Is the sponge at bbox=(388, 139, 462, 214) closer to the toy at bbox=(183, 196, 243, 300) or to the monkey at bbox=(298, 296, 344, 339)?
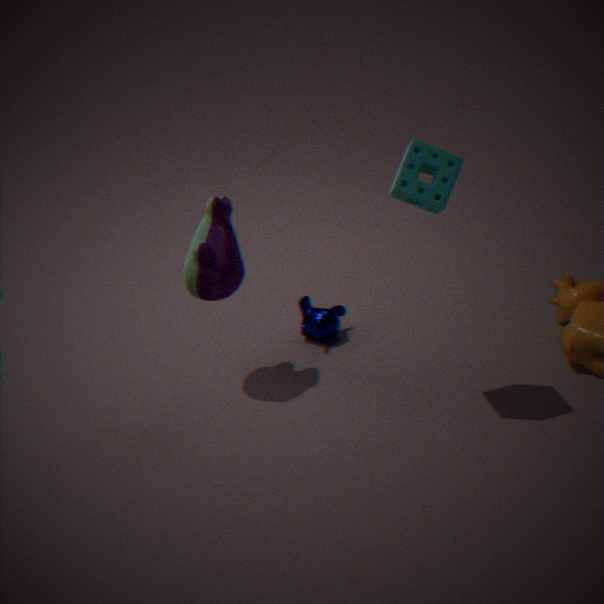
the toy at bbox=(183, 196, 243, 300)
